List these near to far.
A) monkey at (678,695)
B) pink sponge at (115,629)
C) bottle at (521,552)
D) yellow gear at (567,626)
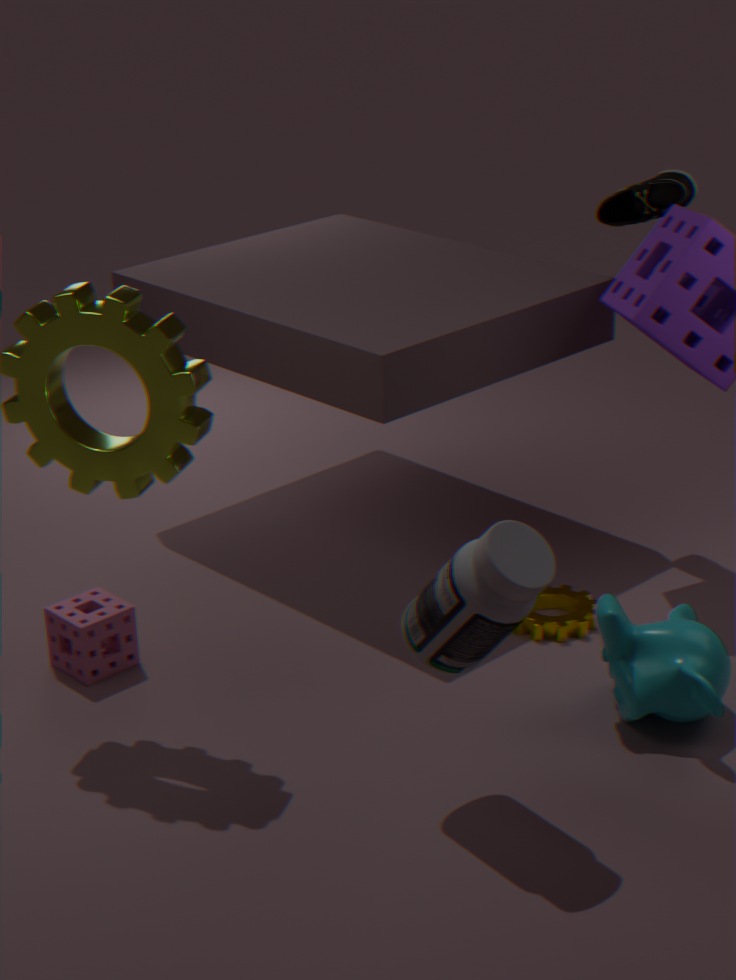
bottle at (521,552) → monkey at (678,695) → pink sponge at (115,629) → yellow gear at (567,626)
